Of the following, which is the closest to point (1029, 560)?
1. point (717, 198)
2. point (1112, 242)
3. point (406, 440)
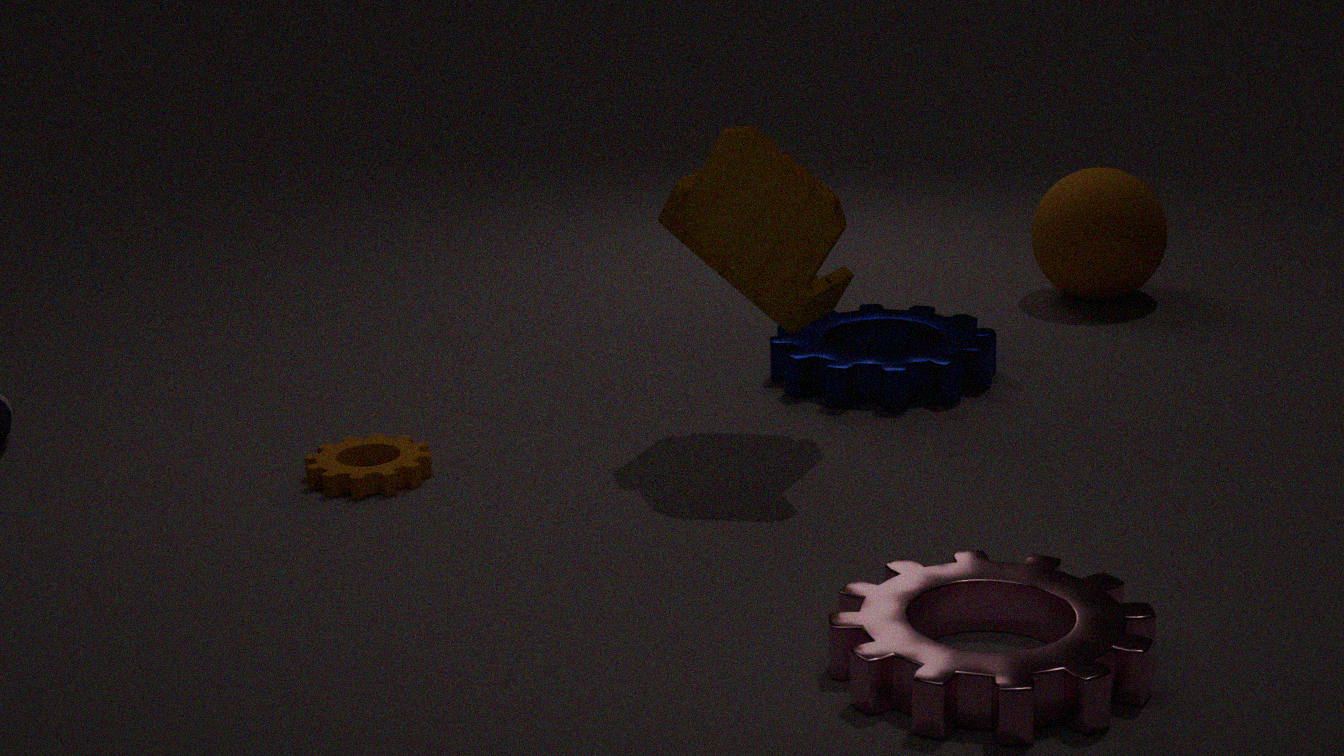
point (717, 198)
